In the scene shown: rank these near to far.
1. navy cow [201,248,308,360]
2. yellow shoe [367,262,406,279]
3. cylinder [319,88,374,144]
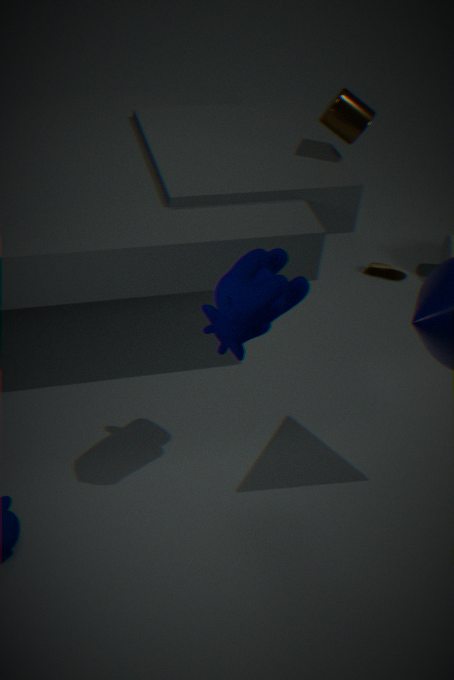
navy cow [201,248,308,360] < cylinder [319,88,374,144] < yellow shoe [367,262,406,279]
